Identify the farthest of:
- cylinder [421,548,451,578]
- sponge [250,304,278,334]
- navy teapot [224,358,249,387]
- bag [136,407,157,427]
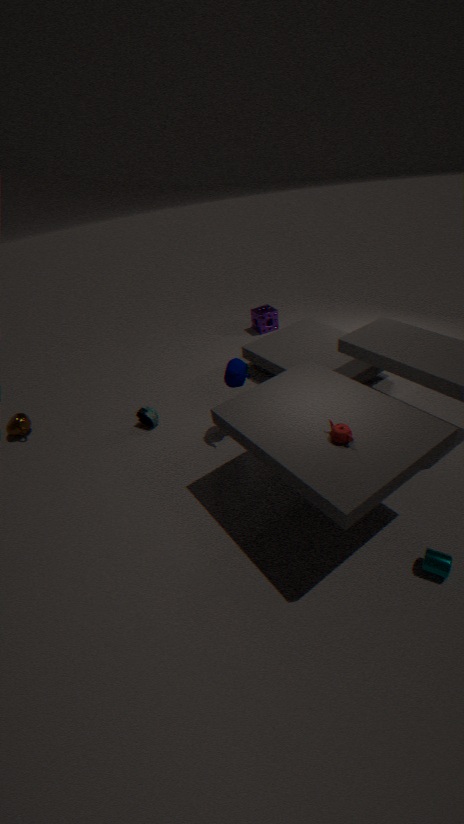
sponge [250,304,278,334]
